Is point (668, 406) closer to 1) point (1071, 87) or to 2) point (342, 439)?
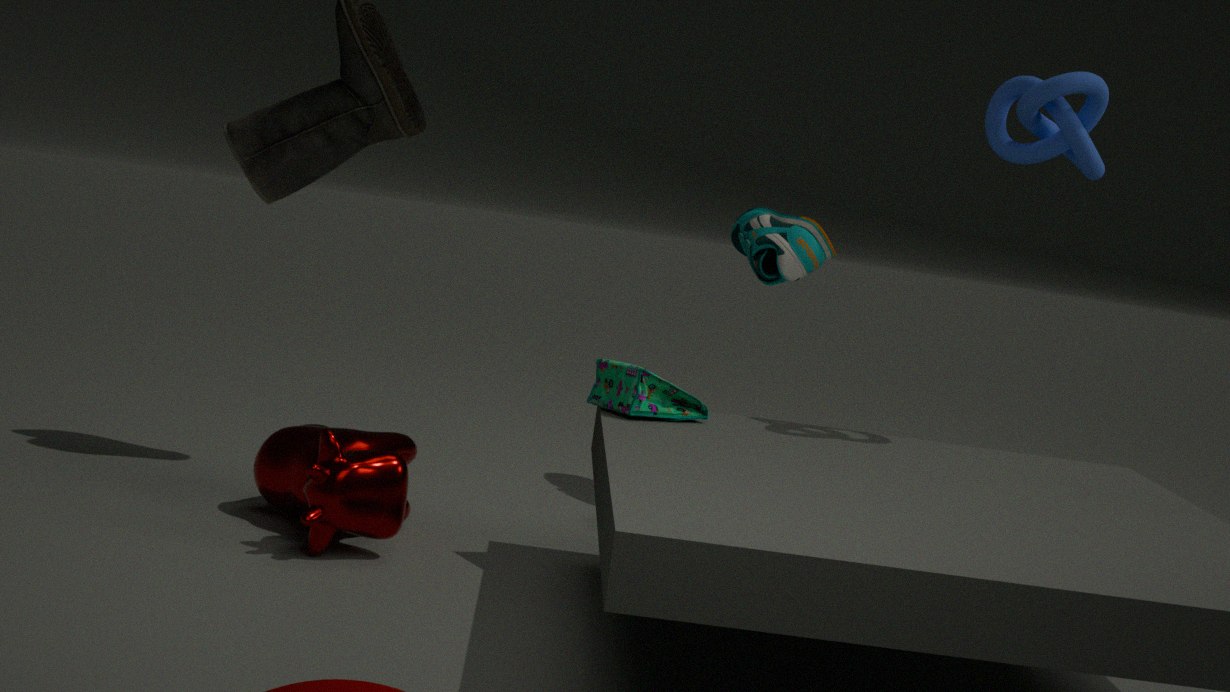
2) point (342, 439)
